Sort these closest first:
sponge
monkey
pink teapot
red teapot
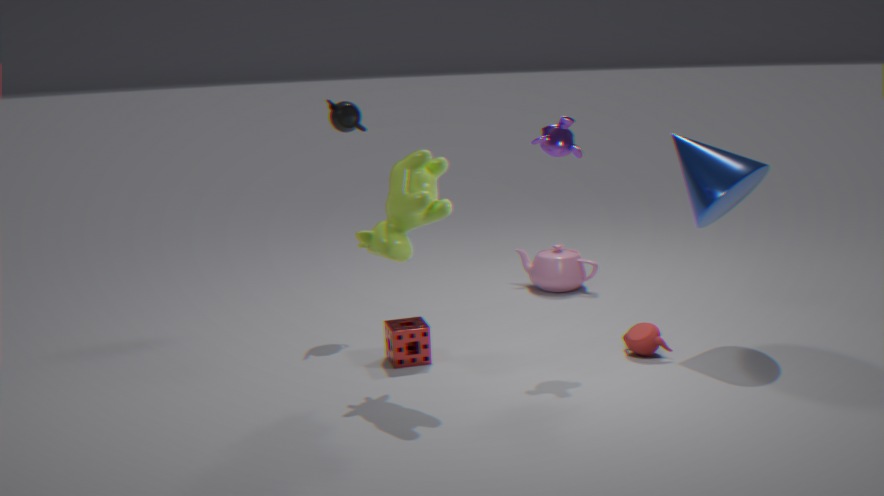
1. red teapot
2. sponge
3. monkey
4. pink teapot
